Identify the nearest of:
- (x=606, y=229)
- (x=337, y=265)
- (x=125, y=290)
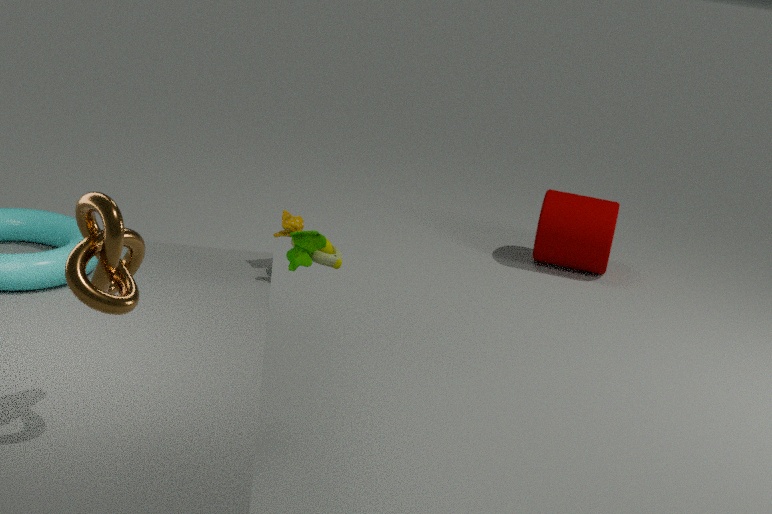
(x=125, y=290)
